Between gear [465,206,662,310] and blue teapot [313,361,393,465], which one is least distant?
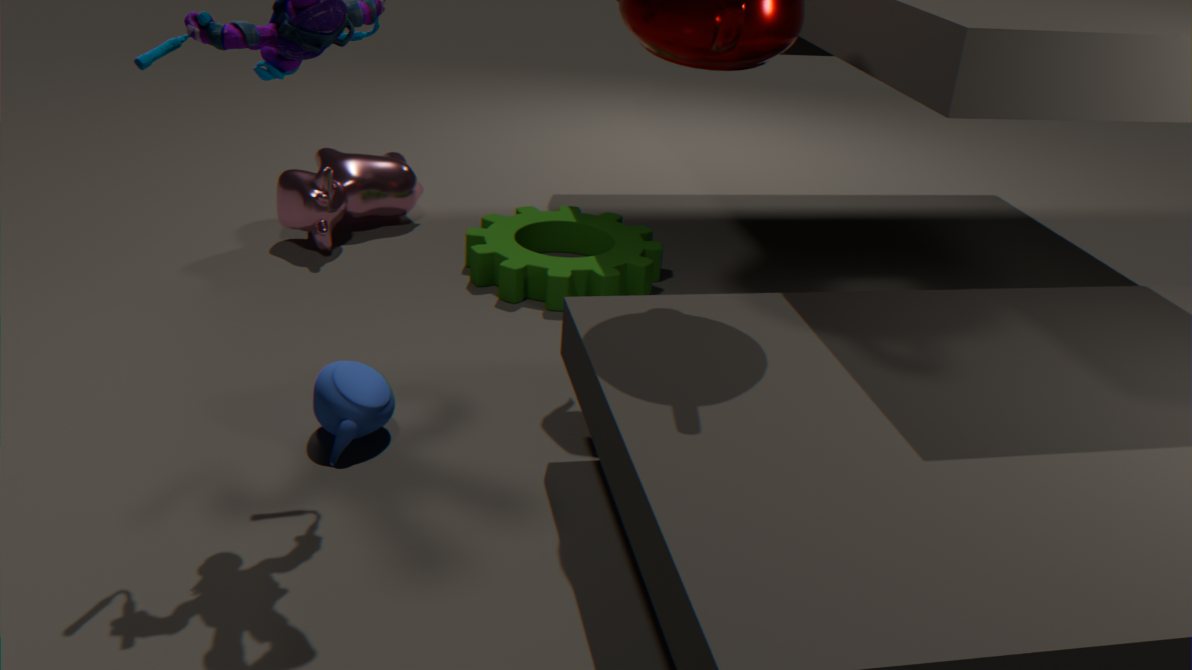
blue teapot [313,361,393,465]
